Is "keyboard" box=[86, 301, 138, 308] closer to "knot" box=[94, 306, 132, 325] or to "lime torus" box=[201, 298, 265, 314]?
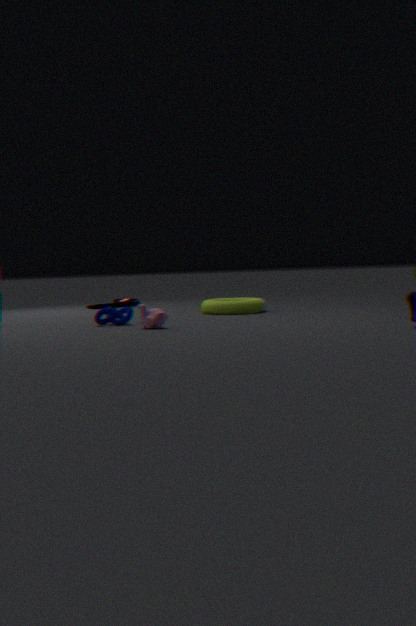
"lime torus" box=[201, 298, 265, 314]
